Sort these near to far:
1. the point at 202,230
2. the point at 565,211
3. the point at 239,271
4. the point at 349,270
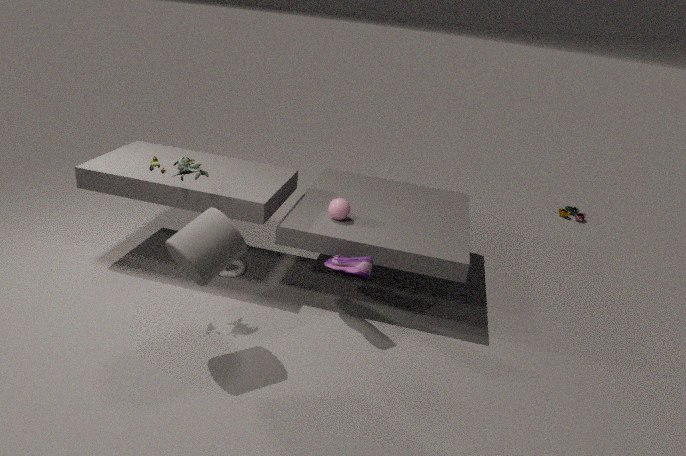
the point at 202,230, the point at 349,270, the point at 239,271, the point at 565,211
